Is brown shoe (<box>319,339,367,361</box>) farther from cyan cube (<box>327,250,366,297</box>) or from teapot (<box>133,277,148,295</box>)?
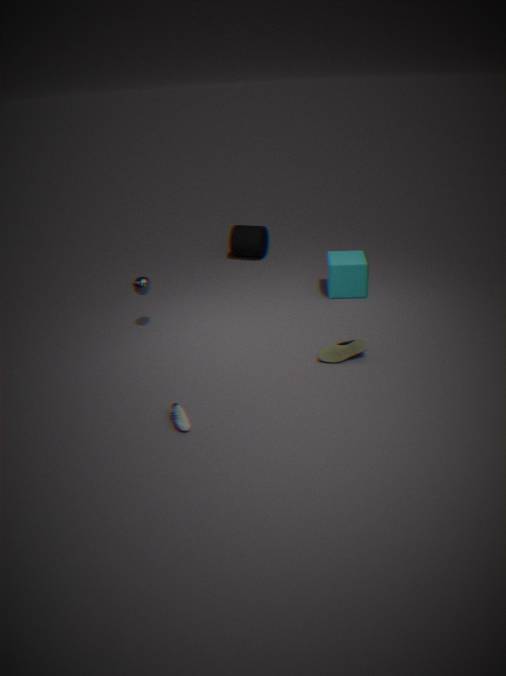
teapot (<box>133,277,148,295</box>)
